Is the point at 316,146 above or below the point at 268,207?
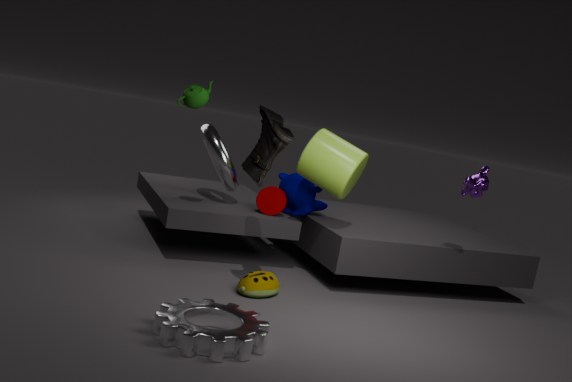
above
